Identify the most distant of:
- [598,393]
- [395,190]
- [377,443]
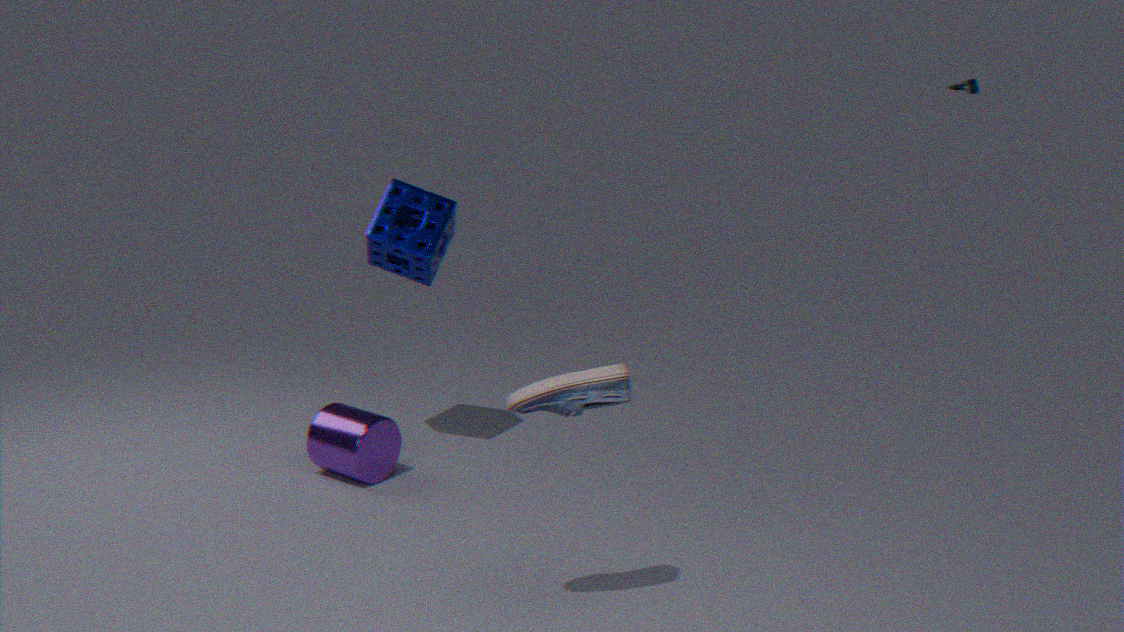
[395,190]
